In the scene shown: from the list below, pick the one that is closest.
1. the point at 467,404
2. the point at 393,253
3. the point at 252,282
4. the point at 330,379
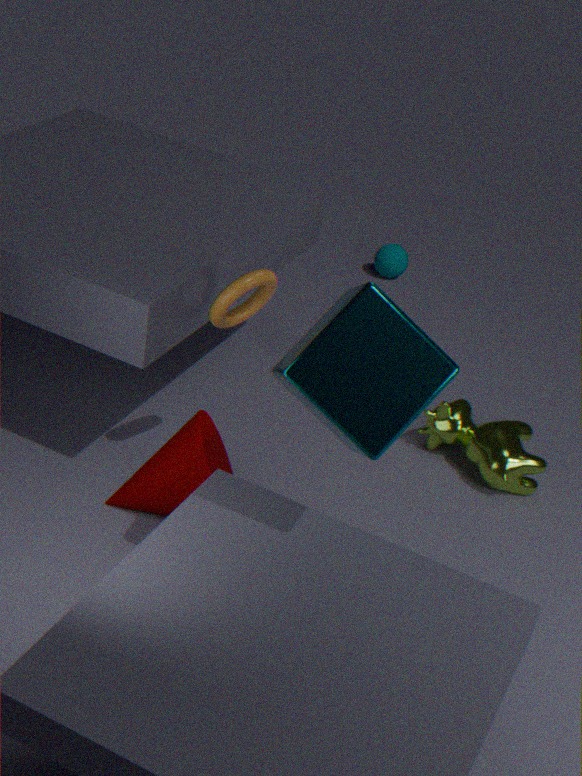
the point at 330,379
